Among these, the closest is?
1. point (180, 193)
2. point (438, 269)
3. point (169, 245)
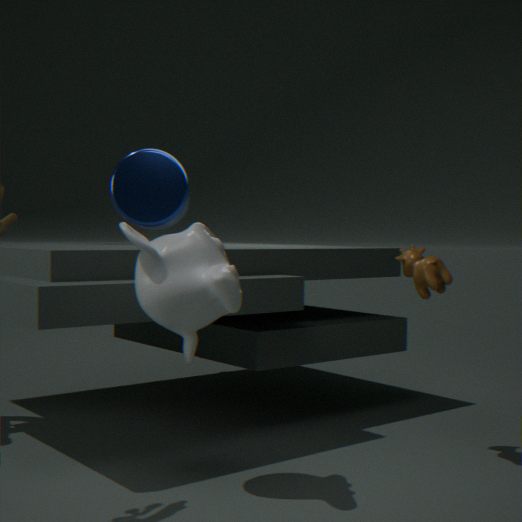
point (169, 245)
